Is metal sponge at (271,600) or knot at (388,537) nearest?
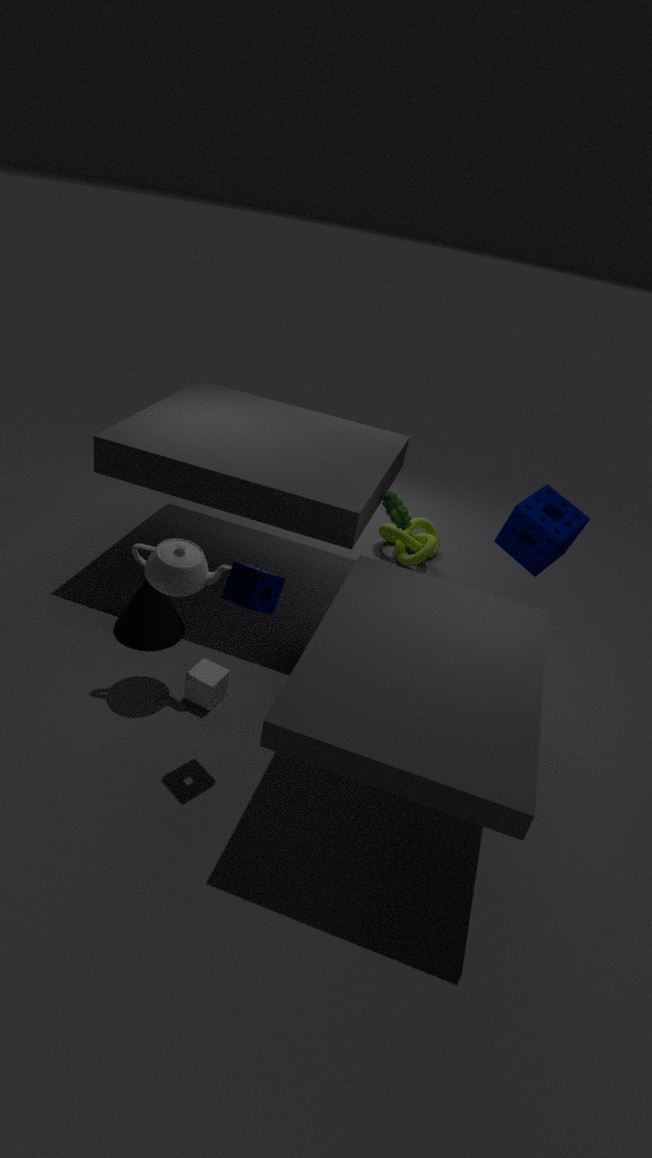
metal sponge at (271,600)
